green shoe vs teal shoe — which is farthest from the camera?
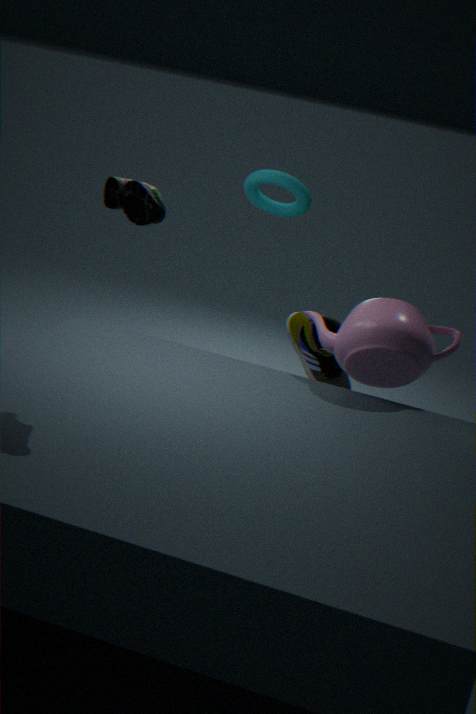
green shoe
